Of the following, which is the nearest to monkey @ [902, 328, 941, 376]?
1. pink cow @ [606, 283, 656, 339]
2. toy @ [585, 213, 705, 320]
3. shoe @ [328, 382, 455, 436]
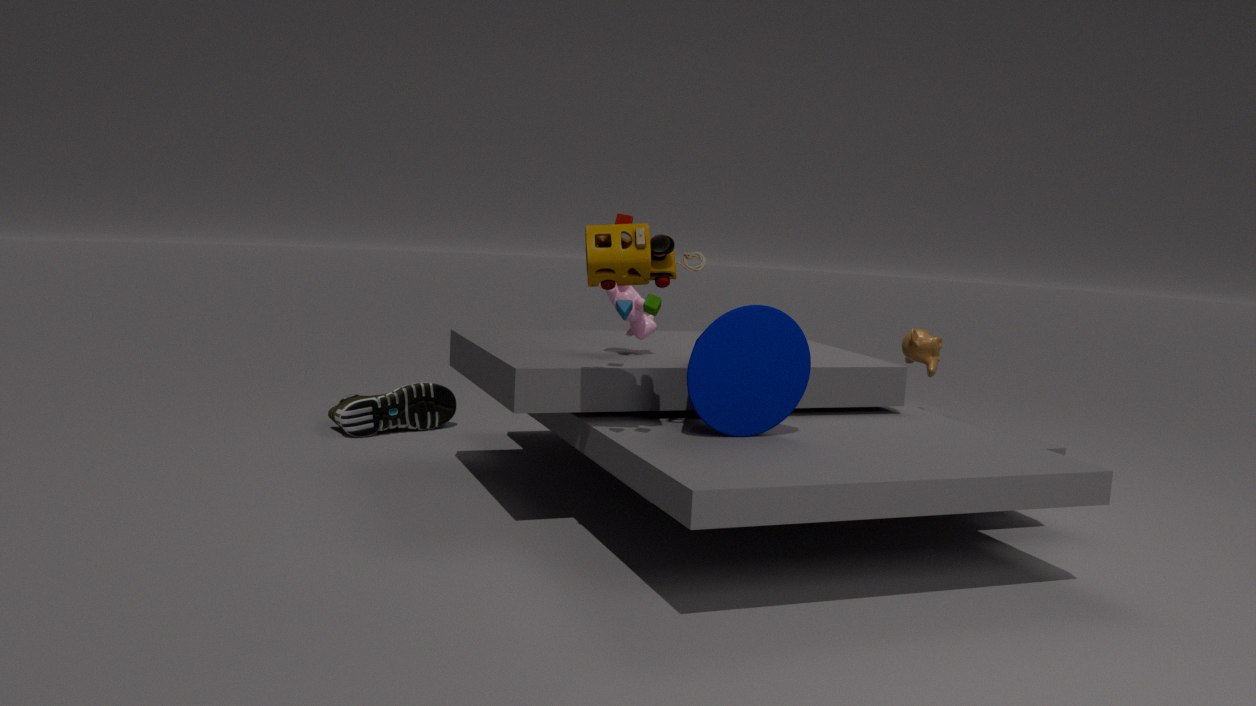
pink cow @ [606, 283, 656, 339]
